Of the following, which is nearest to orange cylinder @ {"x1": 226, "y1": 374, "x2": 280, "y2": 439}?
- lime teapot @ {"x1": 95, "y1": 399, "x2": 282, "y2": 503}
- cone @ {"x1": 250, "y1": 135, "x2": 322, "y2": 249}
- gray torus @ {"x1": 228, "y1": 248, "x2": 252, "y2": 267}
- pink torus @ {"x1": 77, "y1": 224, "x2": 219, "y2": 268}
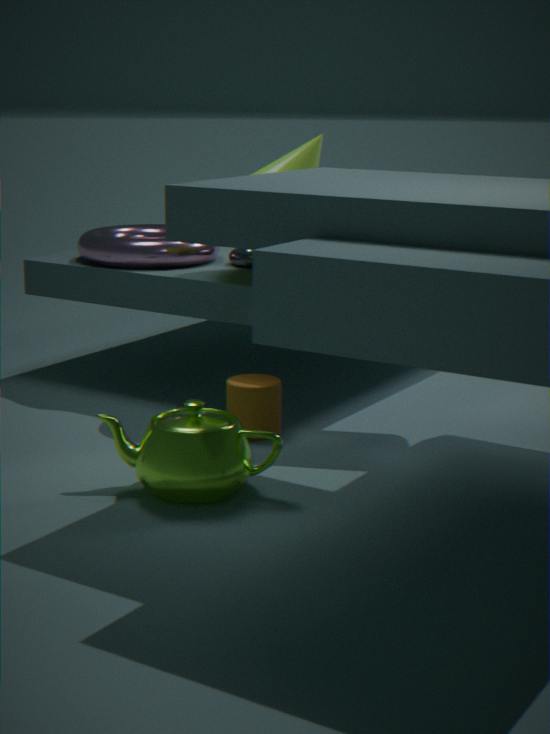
lime teapot @ {"x1": 95, "y1": 399, "x2": 282, "y2": 503}
